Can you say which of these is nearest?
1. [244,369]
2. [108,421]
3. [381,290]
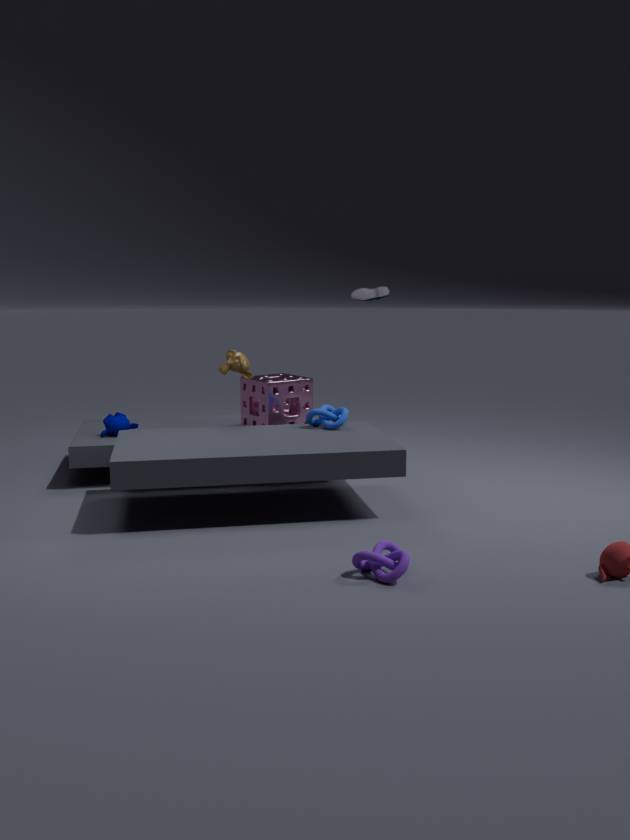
[381,290]
